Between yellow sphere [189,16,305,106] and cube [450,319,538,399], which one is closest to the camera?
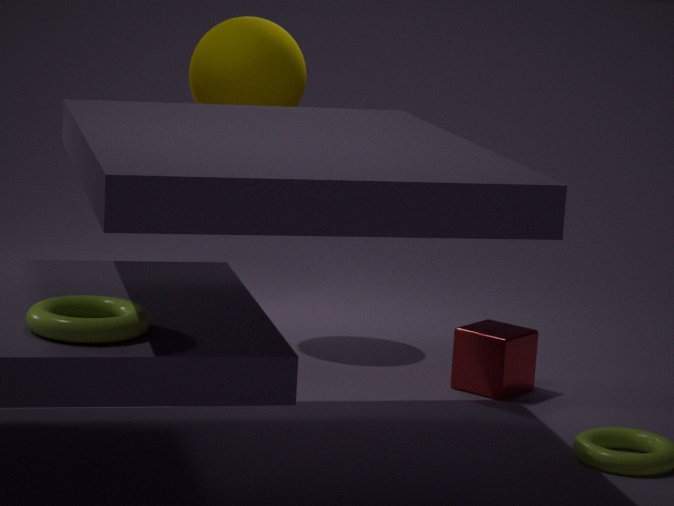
cube [450,319,538,399]
